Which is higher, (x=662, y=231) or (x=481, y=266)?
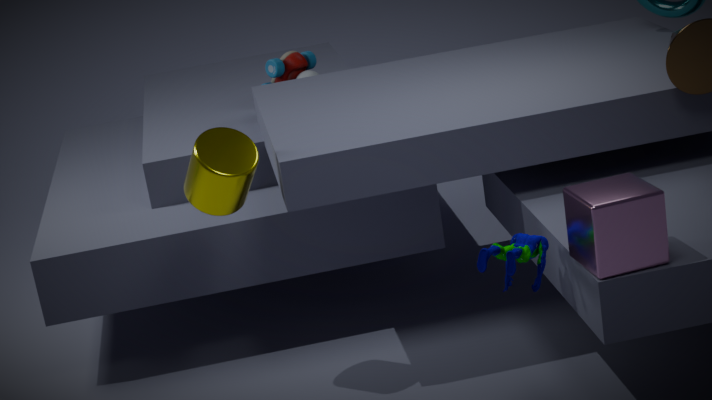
(x=662, y=231)
